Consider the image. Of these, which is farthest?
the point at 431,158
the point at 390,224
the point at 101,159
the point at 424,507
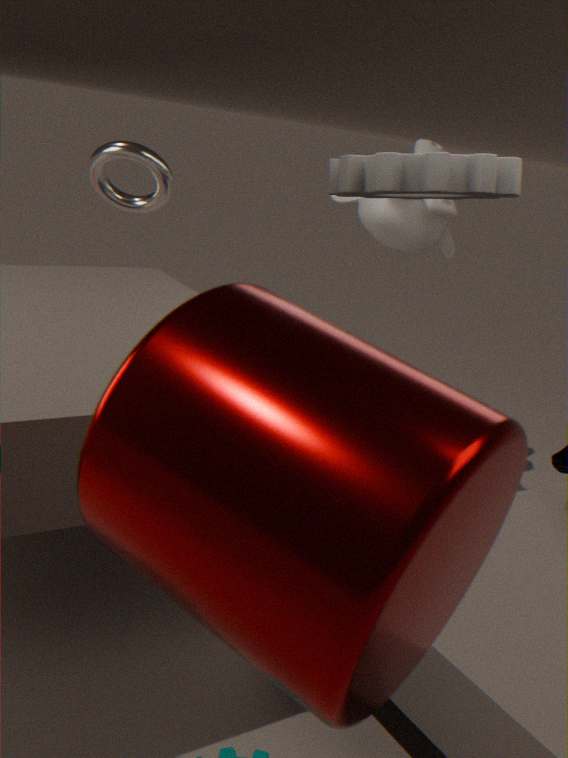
the point at 390,224
